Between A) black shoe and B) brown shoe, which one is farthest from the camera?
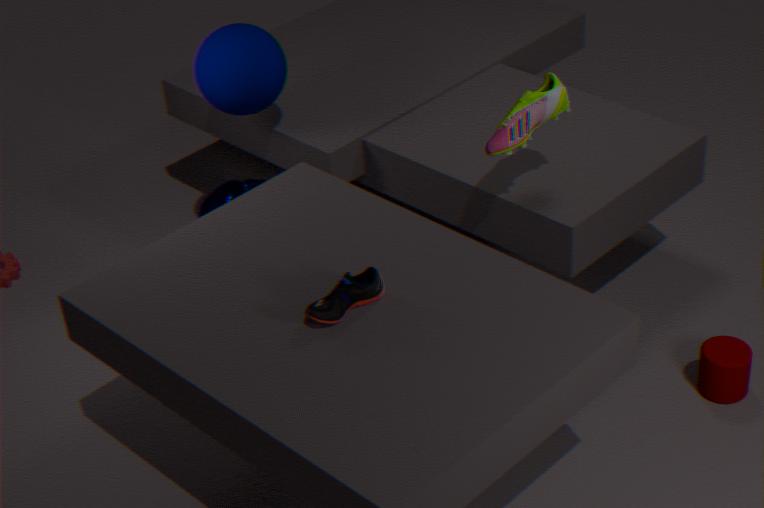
B. brown shoe
